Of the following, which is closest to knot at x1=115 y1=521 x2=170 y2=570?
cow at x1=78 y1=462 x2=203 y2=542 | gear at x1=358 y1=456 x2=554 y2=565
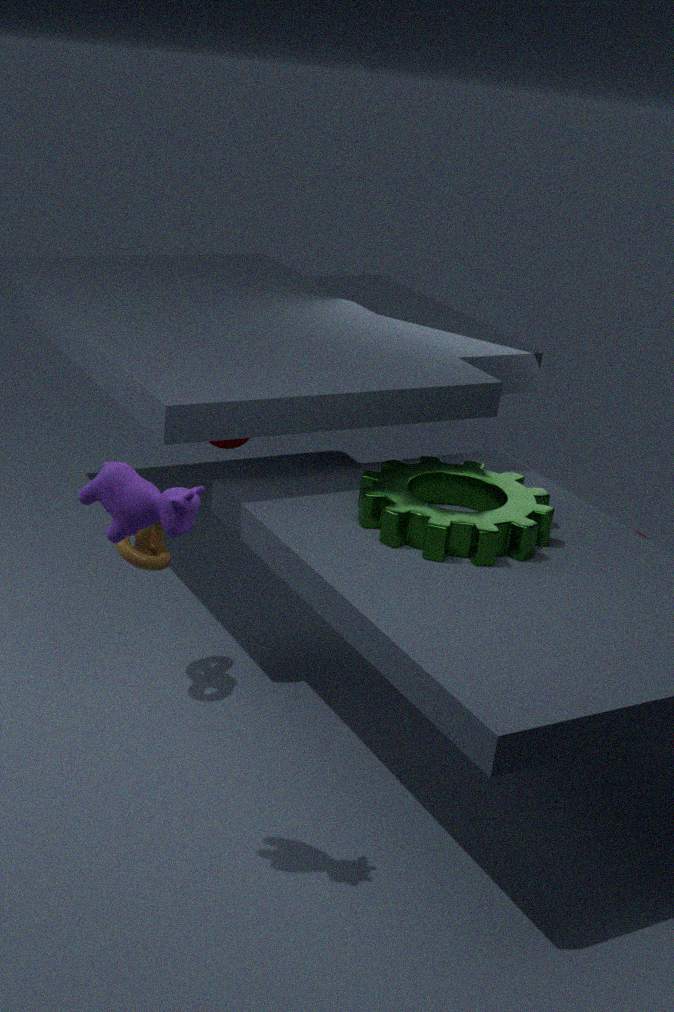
gear at x1=358 y1=456 x2=554 y2=565
